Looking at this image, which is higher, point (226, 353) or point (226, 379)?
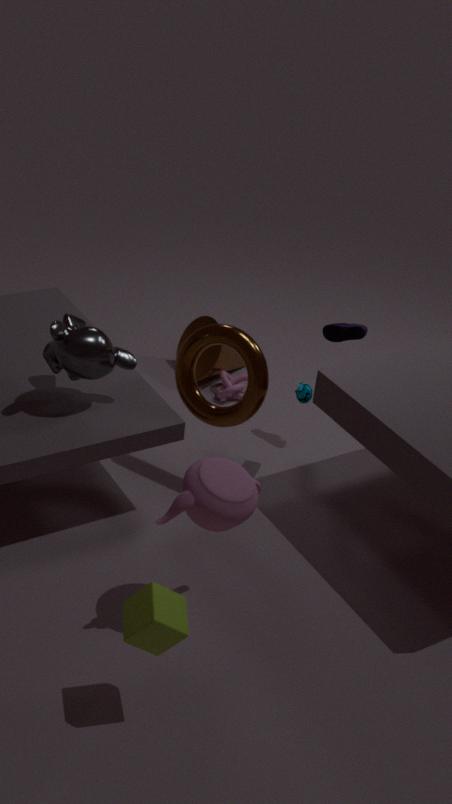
point (226, 353)
